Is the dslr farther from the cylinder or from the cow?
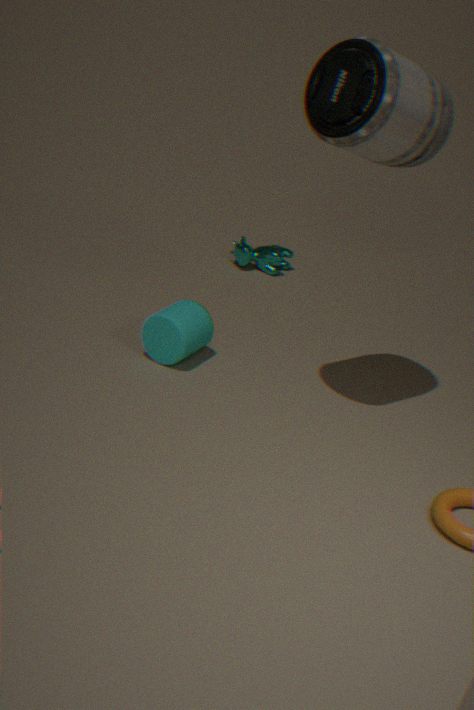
the cow
